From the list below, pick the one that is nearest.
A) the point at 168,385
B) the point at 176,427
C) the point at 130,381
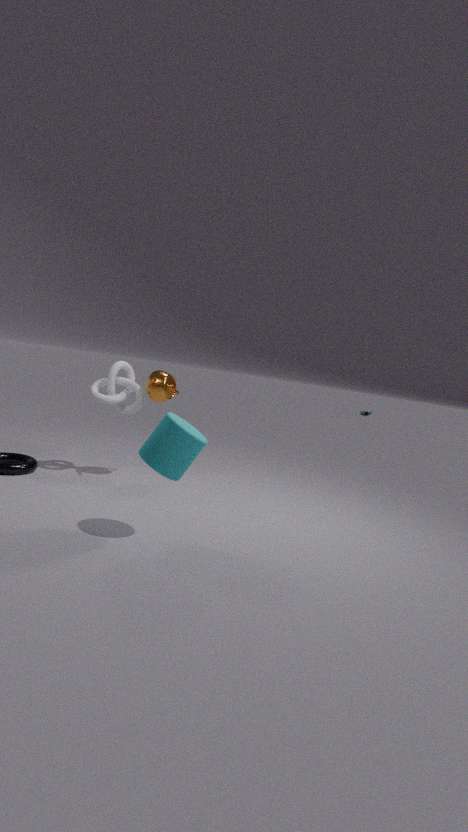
the point at 176,427
